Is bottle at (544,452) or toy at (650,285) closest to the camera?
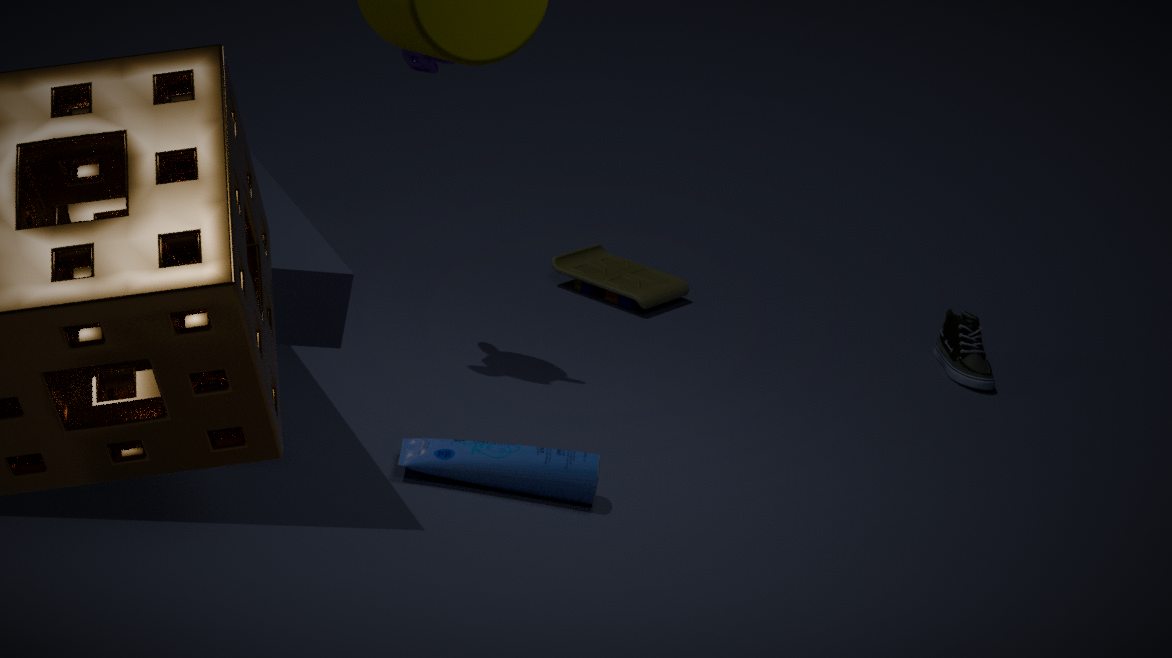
bottle at (544,452)
